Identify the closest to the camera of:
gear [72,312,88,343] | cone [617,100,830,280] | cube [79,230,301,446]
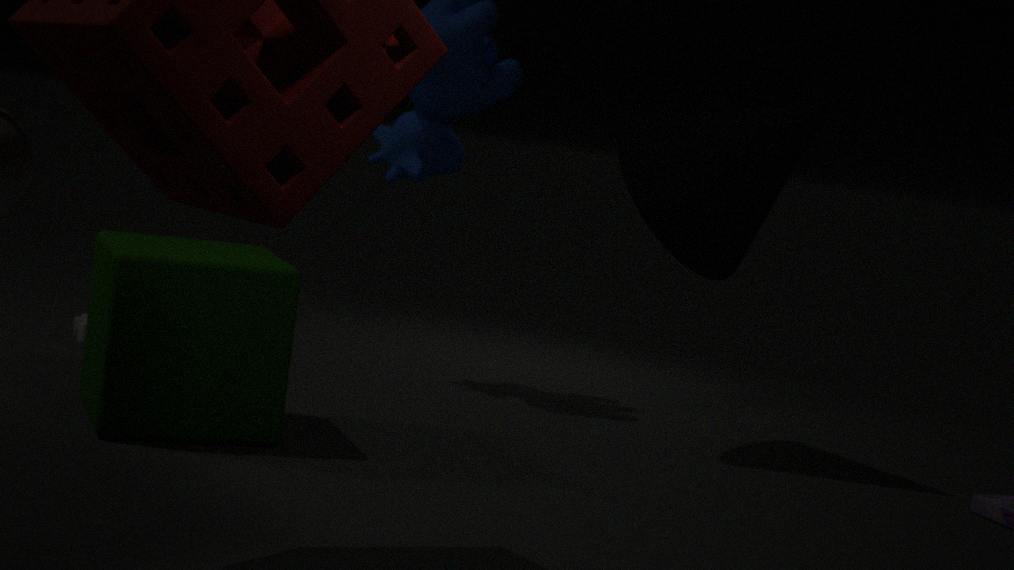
cube [79,230,301,446]
